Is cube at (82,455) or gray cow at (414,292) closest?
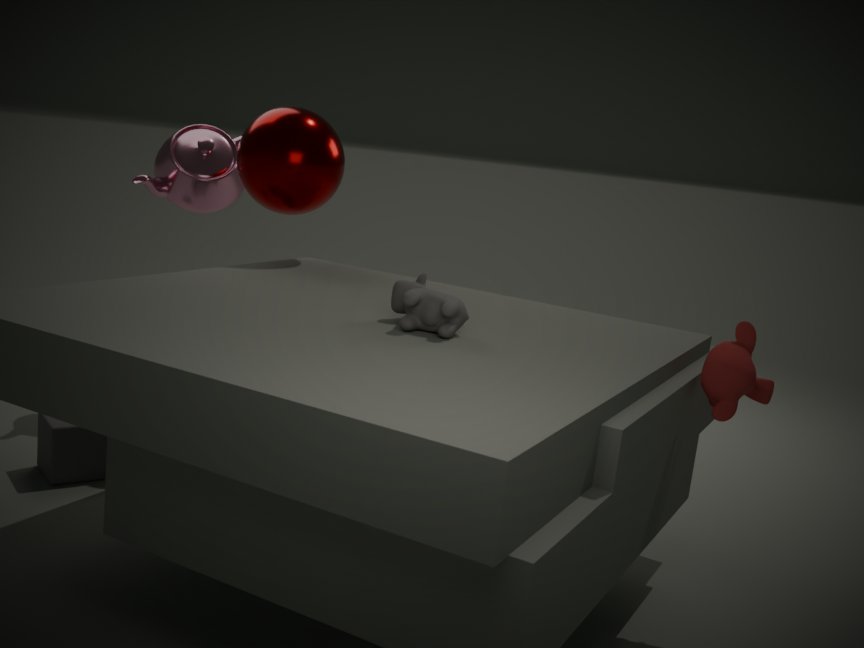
gray cow at (414,292)
